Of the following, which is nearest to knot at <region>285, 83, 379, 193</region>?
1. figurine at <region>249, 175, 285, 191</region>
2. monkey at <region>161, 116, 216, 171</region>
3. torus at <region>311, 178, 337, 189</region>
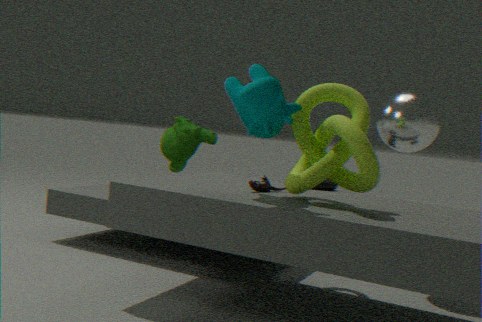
figurine at <region>249, 175, 285, 191</region>
